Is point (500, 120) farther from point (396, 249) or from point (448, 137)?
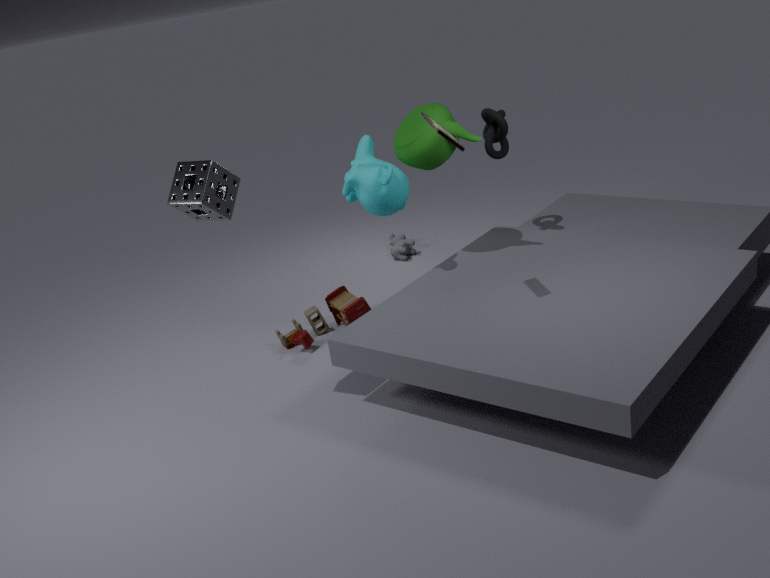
point (396, 249)
